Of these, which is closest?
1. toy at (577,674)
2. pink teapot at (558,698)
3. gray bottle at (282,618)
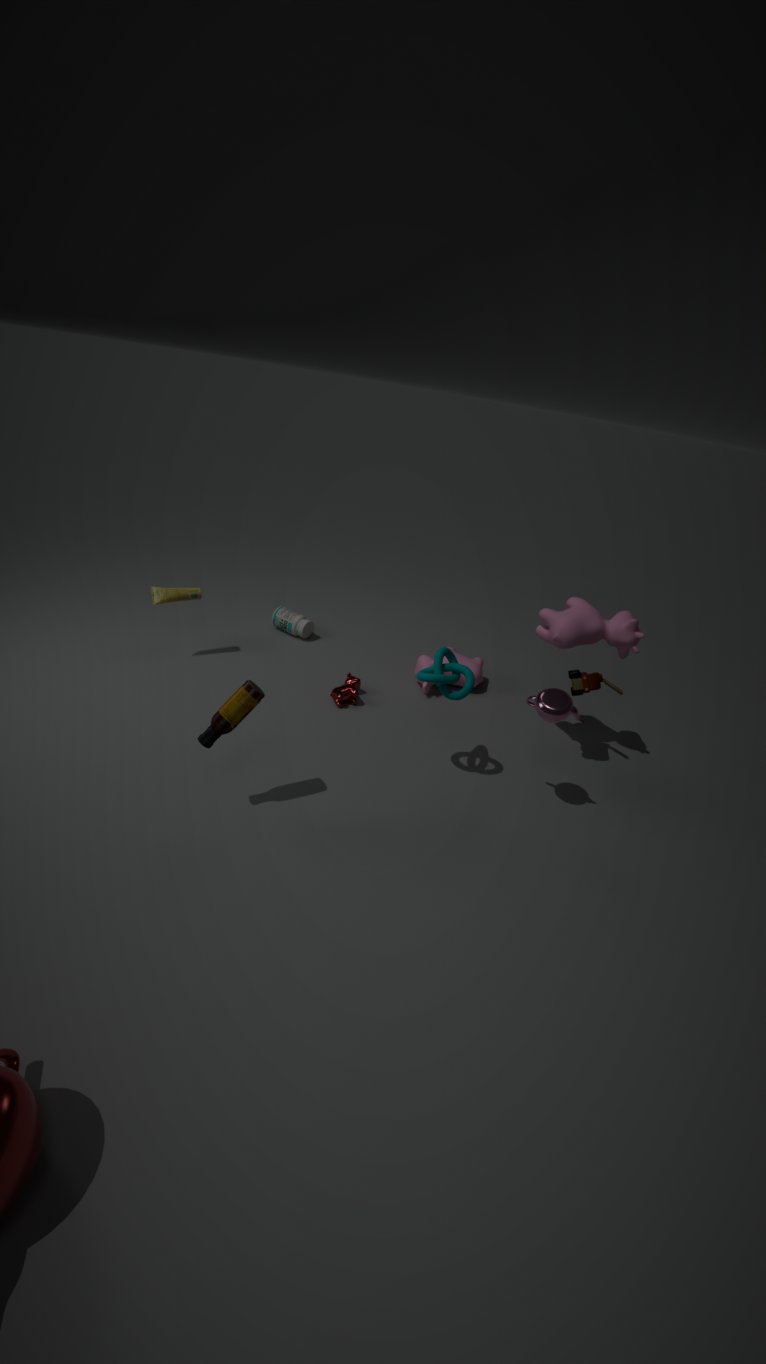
pink teapot at (558,698)
